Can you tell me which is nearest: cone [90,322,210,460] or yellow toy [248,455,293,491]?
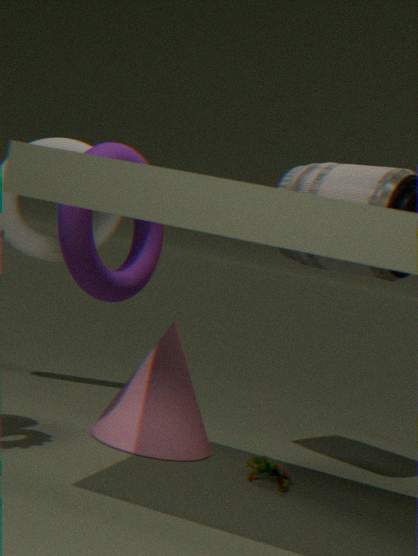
yellow toy [248,455,293,491]
